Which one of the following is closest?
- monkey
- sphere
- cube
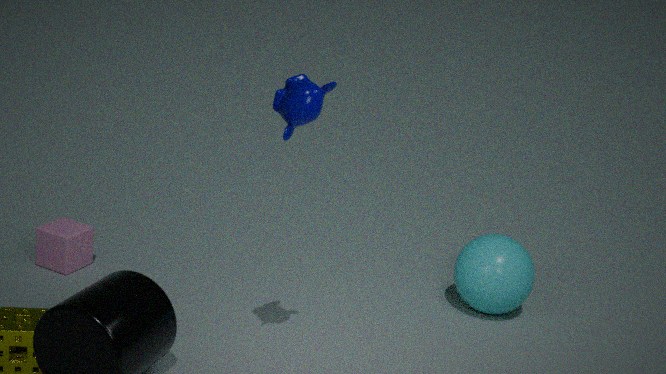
monkey
